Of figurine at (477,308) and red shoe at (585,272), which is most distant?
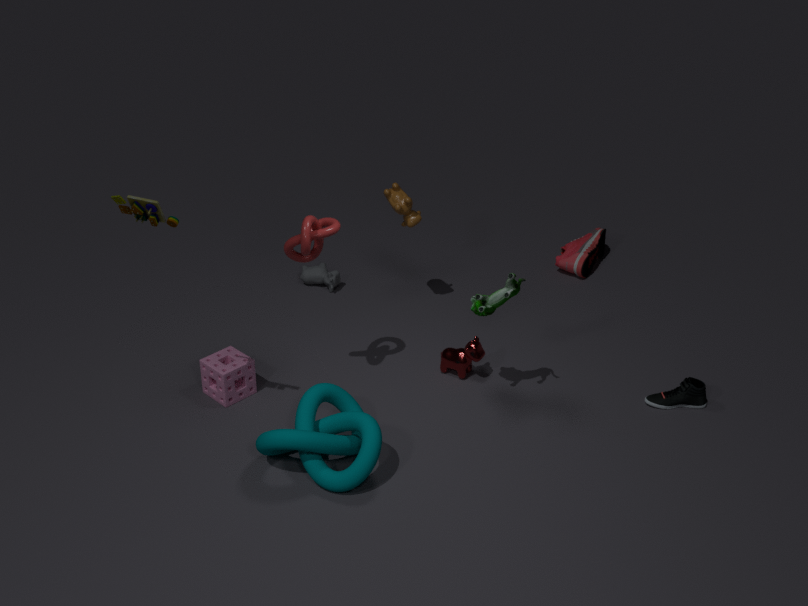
red shoe at (585,272)
